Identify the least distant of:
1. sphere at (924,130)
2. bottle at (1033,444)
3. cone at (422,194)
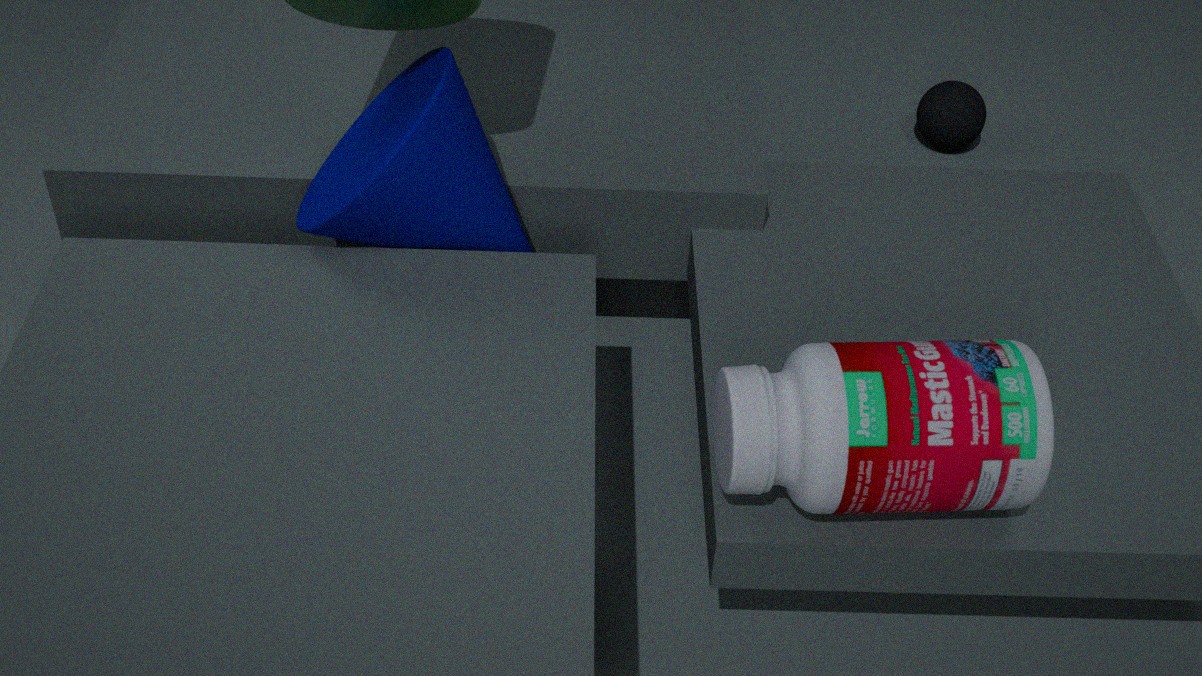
bottle at (1033,444)
